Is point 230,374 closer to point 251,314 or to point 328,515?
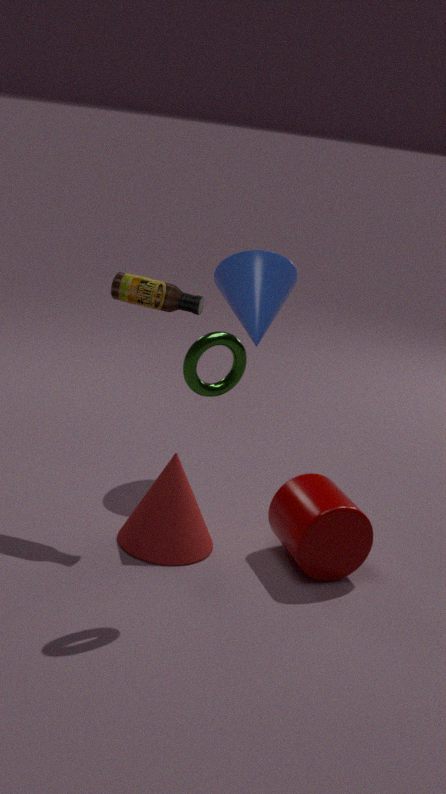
point 328,515
